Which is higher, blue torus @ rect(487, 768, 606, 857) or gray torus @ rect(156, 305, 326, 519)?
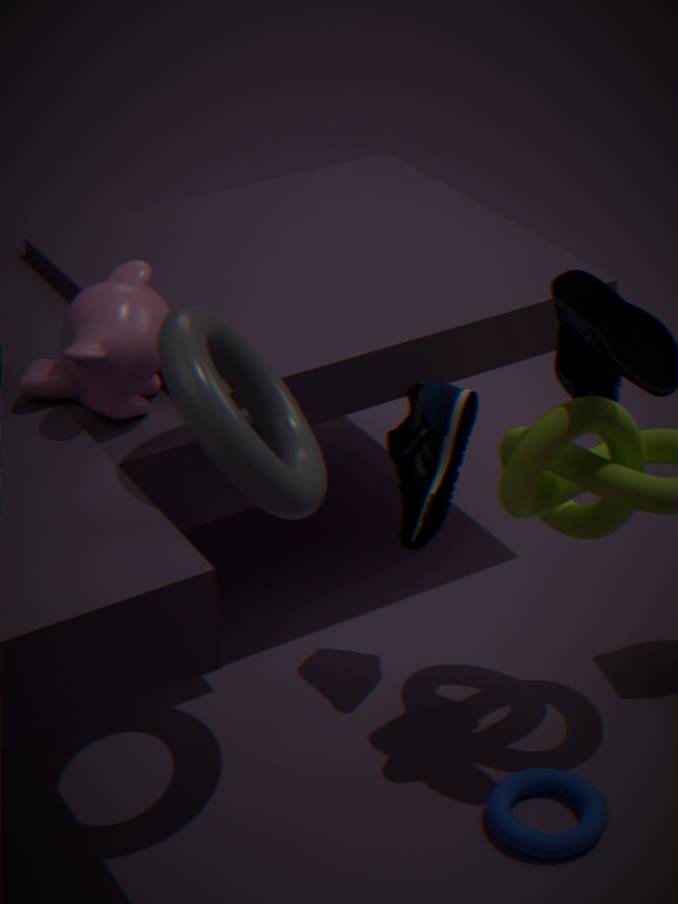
gray torus @ rect(156, 305, 326, 519)
